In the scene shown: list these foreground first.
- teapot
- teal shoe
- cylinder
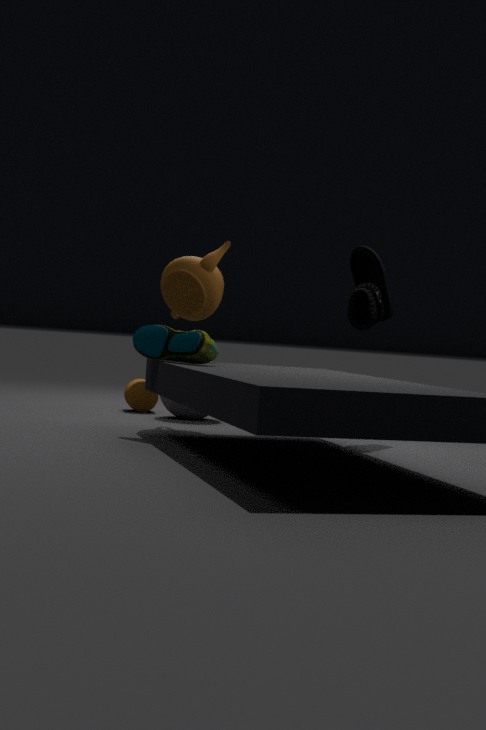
teal shoe, teapot, cylinder
